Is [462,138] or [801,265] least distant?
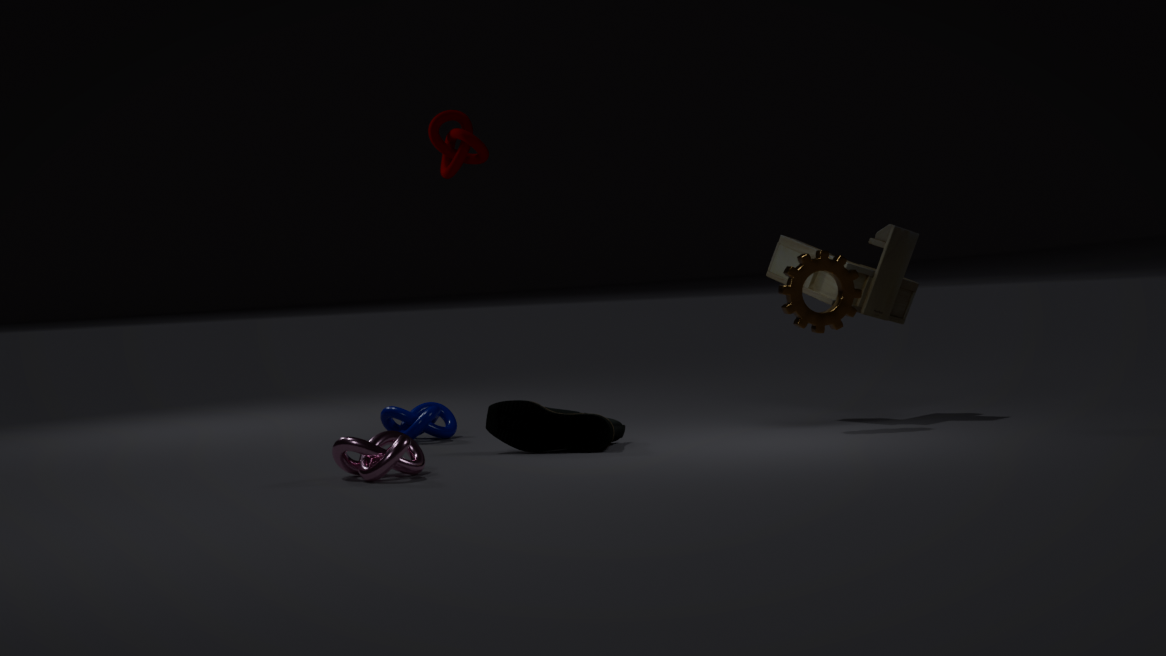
[801,265]
